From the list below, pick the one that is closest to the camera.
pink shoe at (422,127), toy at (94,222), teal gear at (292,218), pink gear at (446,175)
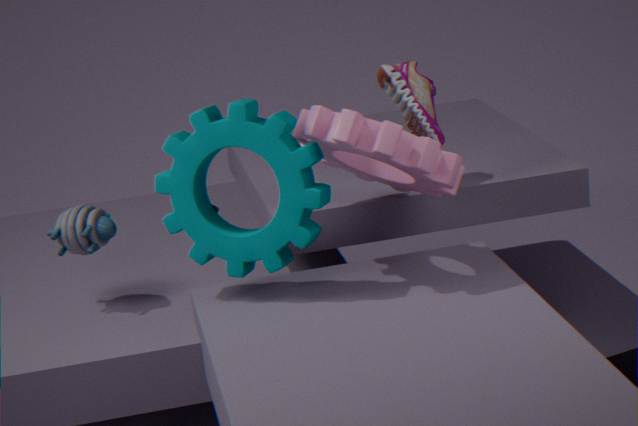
pink gear at (446,175)
